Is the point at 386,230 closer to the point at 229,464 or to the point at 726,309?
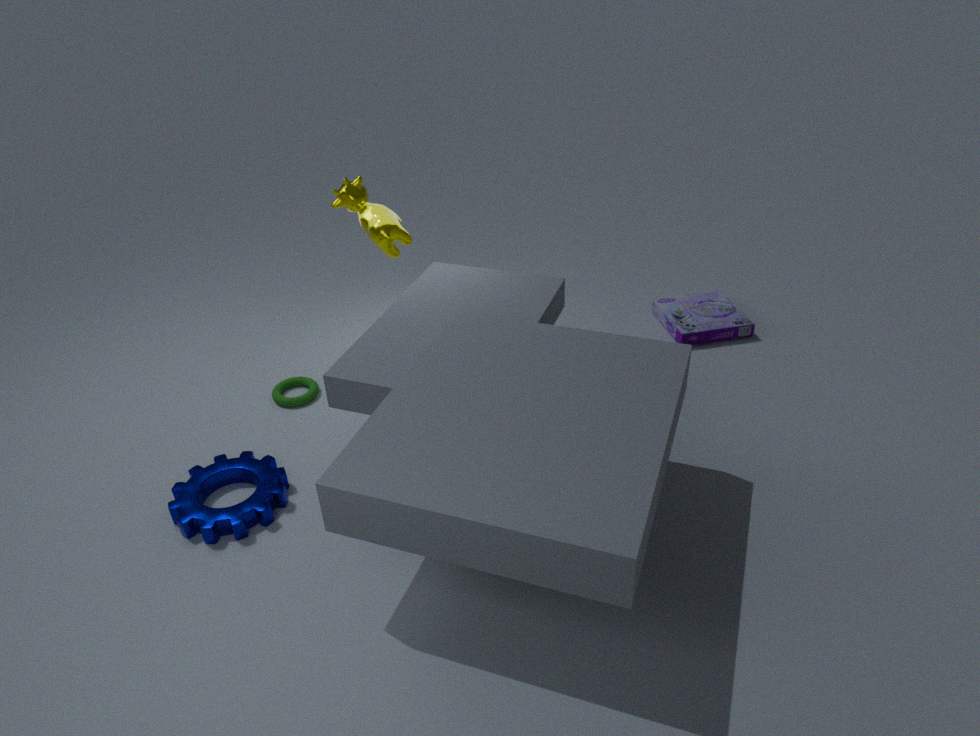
the point at 229,464
